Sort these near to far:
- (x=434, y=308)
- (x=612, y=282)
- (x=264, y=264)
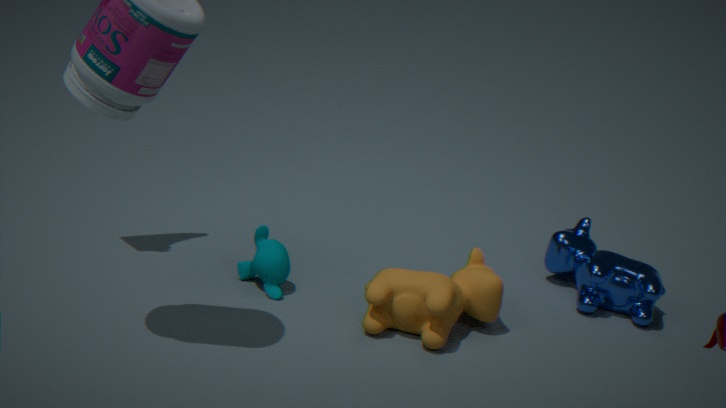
(x=434, y=308) < (x=264, y=264) < (x=612, y=282)
